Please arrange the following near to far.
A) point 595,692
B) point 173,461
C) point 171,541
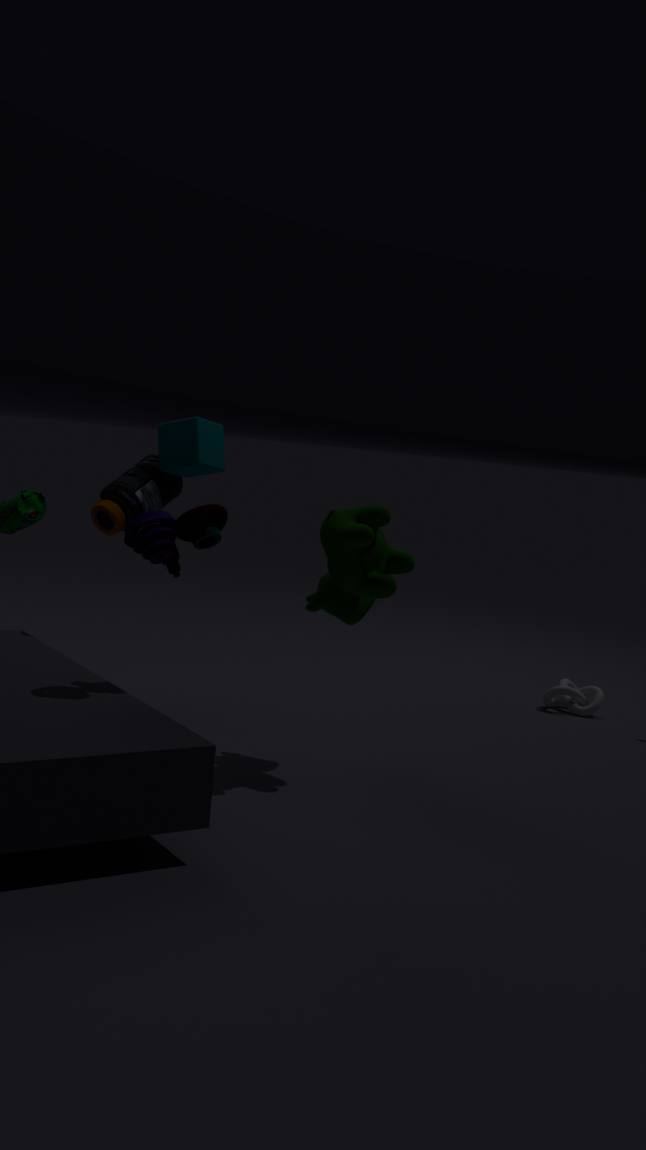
point 171,541 < point 173,461 < point 595,692
